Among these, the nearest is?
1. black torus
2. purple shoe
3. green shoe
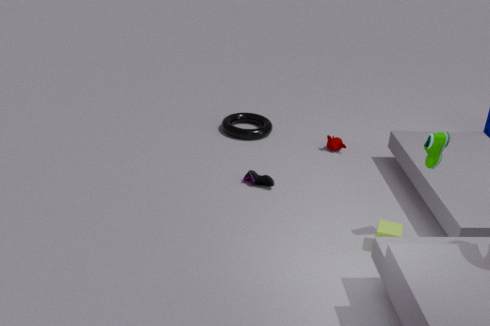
green shoe
